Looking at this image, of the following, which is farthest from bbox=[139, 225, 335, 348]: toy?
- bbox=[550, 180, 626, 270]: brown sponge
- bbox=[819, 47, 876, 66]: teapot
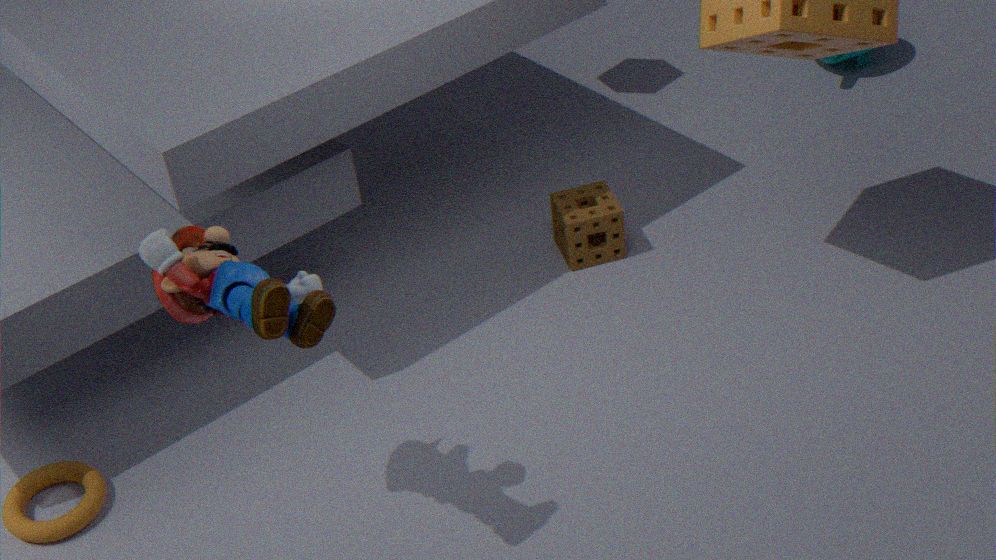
bbox=[819, 47, 876, 66]: teapot
